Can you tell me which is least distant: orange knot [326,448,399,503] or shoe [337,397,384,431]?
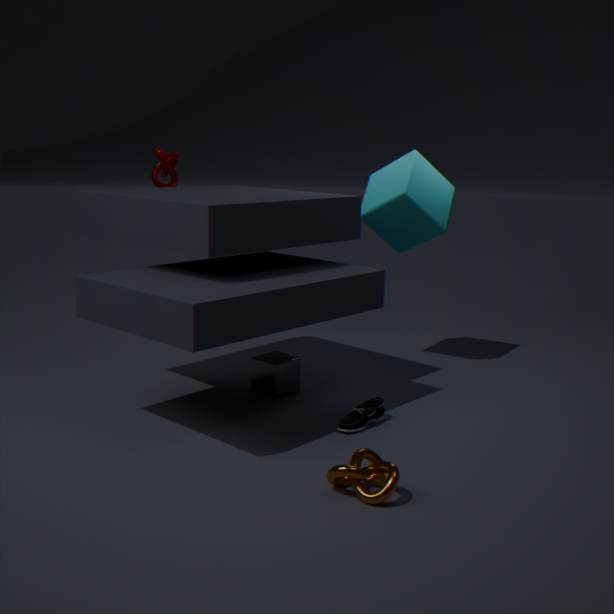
orange knot [326,448,399,503]
